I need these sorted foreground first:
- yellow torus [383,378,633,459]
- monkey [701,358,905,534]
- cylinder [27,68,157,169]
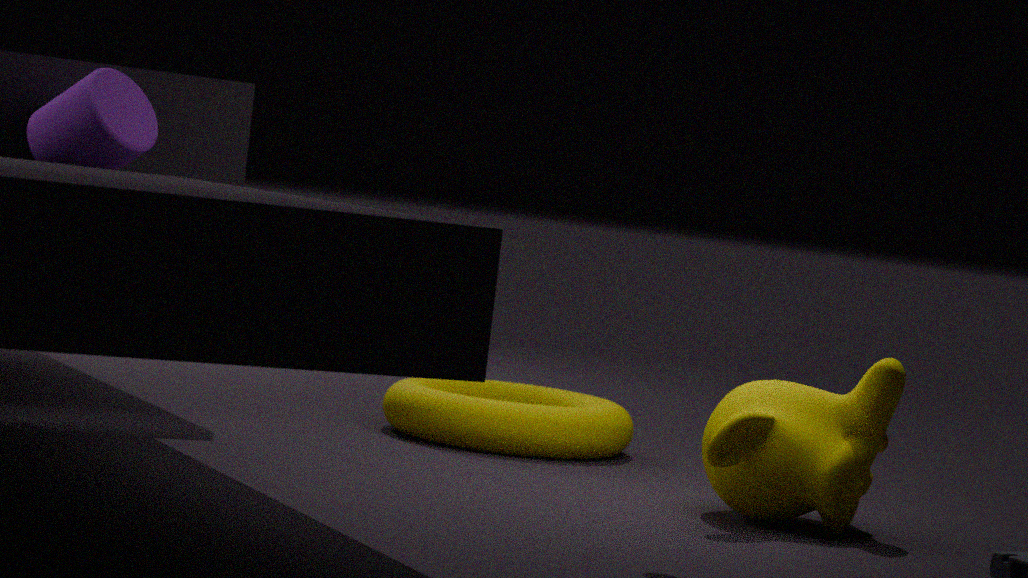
monkey [701,358,905,534], cylinder [27,68,157,169], yellow torus [383,378,633,459]
